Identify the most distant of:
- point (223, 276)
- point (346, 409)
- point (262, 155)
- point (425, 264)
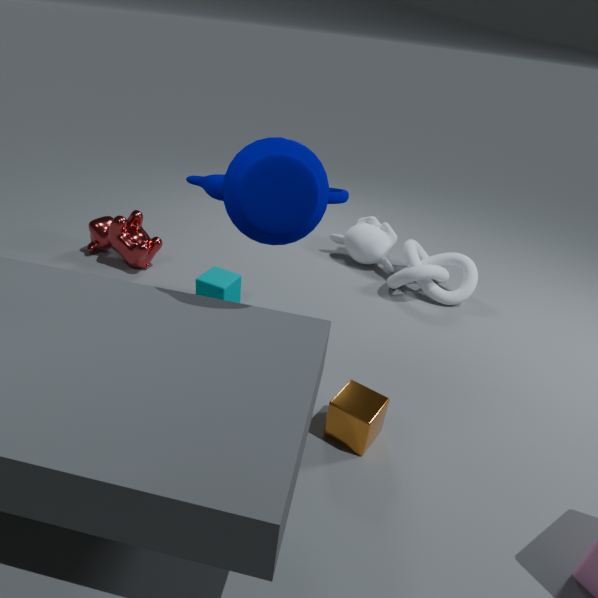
point (425, 264)
